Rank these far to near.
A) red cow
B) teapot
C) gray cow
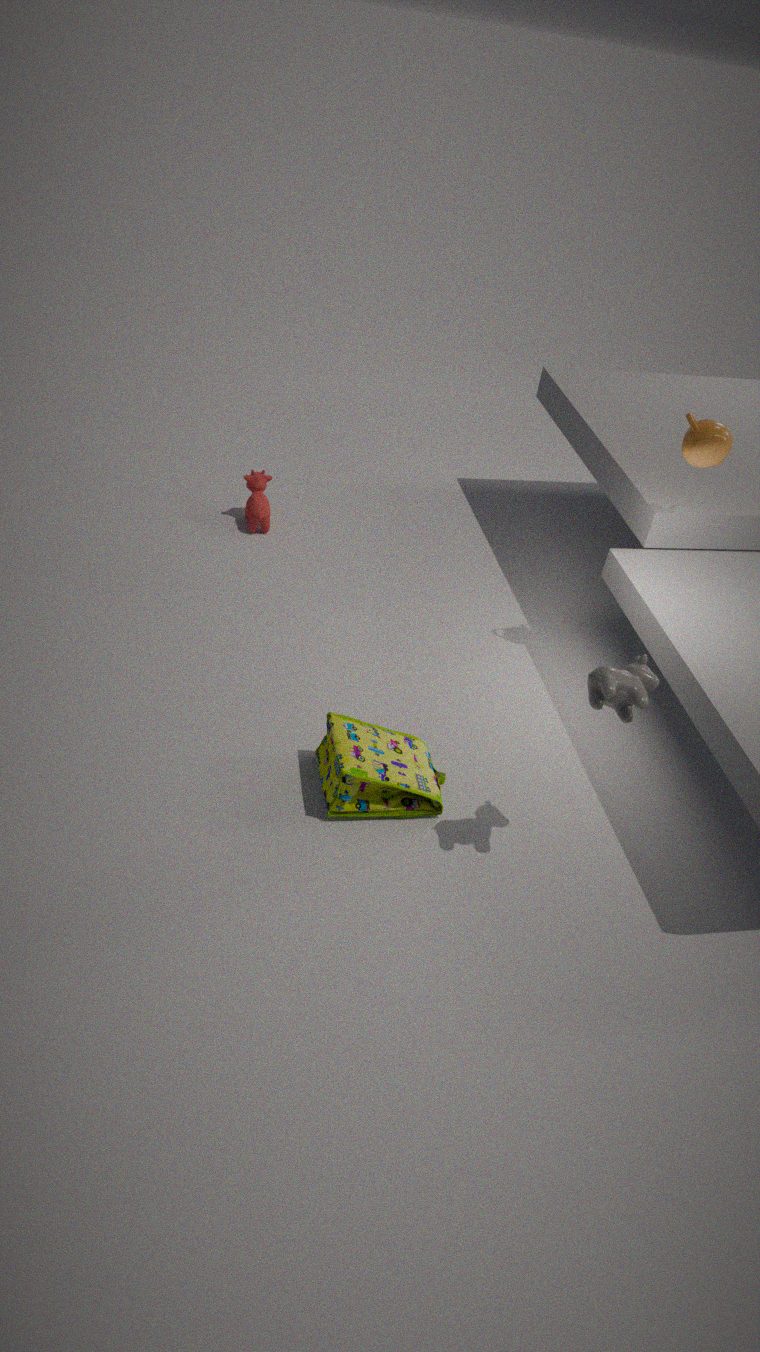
red cow → teapot → gray cow
